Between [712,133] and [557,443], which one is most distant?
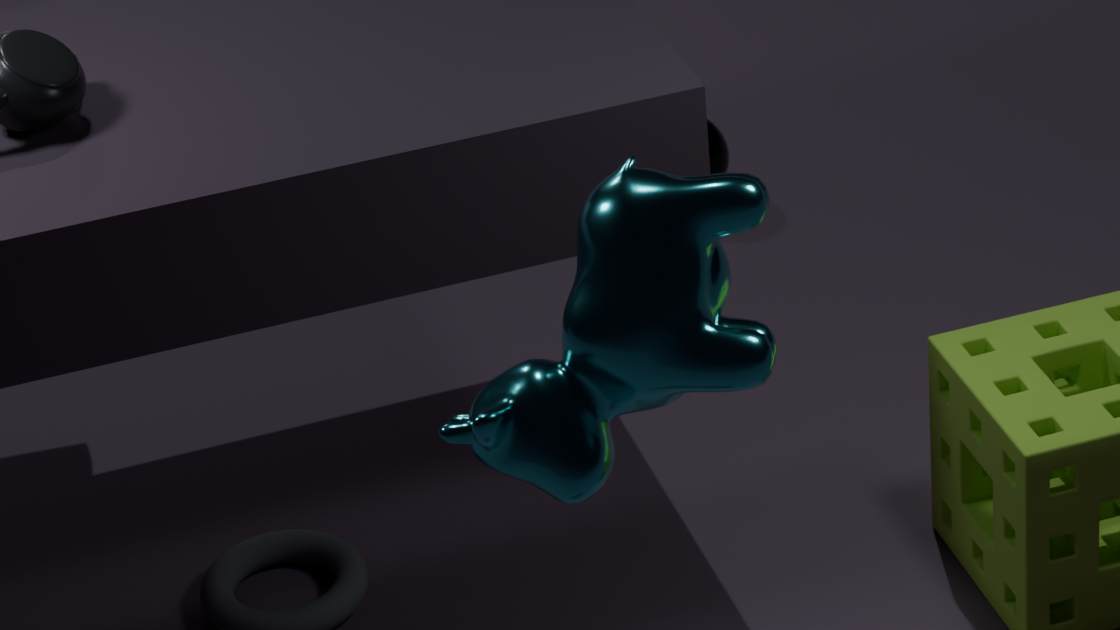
[712,133]
